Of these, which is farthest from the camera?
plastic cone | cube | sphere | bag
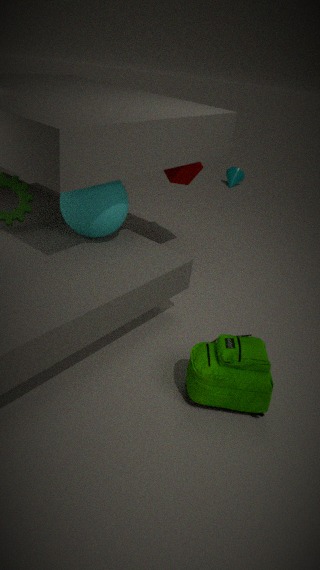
plastic cone
